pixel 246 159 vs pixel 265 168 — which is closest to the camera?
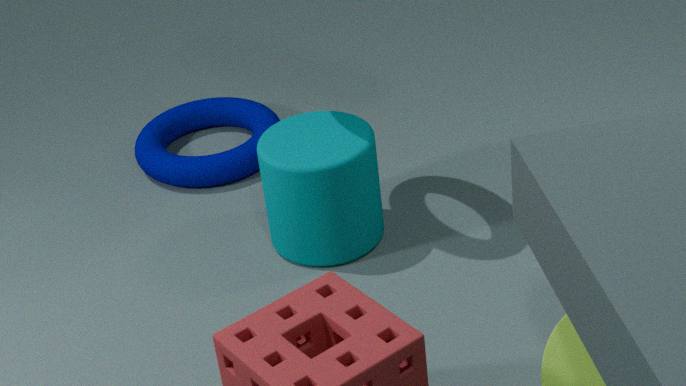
pixel 265 168
